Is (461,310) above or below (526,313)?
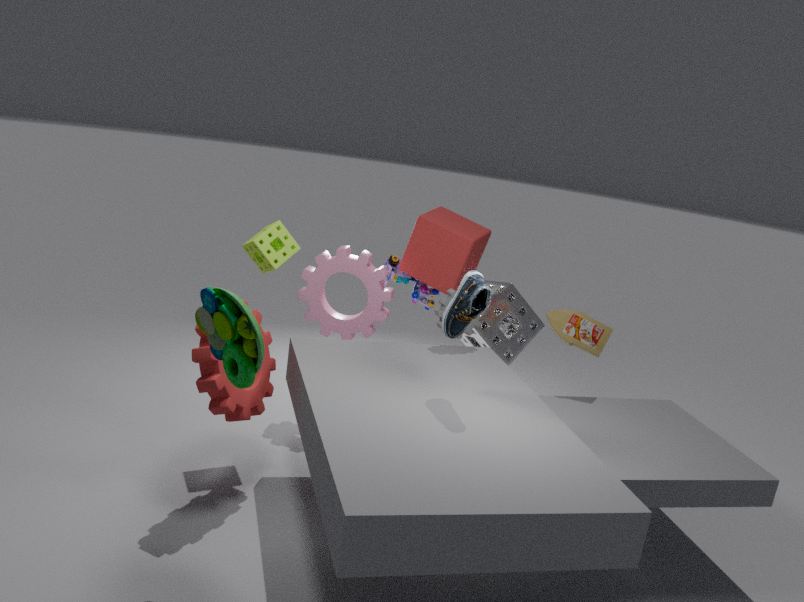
above
